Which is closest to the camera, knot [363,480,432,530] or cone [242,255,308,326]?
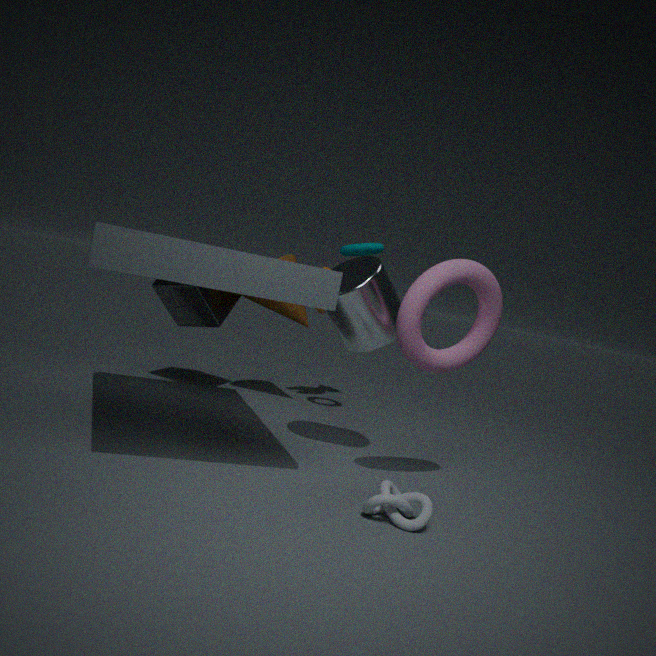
knot [363,480,432,530]
